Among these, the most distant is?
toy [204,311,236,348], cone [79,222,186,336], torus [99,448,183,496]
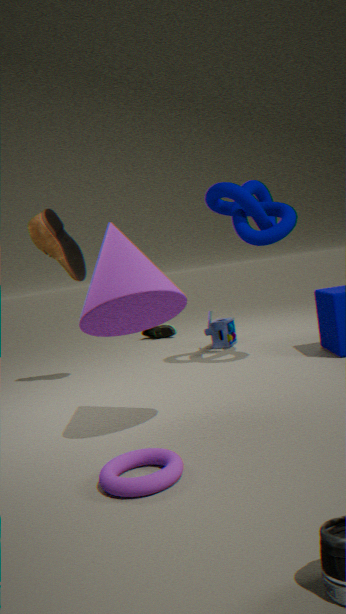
toy [204,311,236,348]
